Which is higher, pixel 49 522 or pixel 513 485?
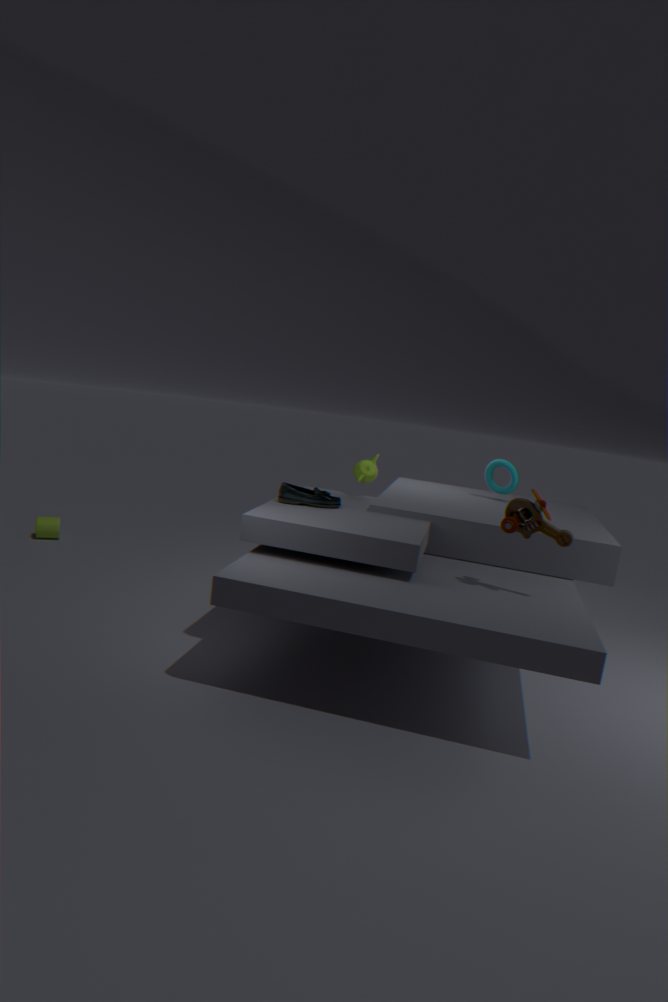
pixel 513 485
